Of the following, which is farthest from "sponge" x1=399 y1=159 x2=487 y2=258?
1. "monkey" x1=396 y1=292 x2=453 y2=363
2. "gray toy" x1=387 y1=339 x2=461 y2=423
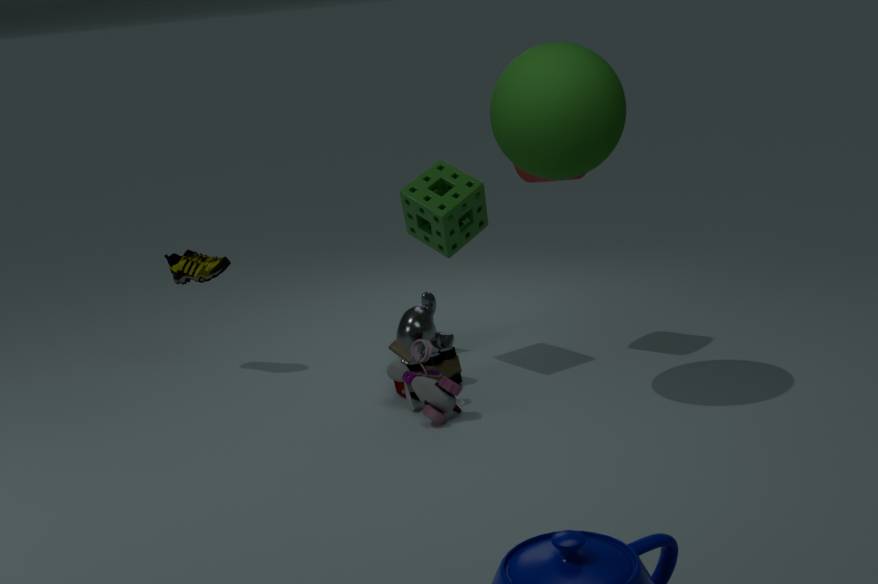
"gray toy" x1=387 y1=339 x2=461 y2=423
